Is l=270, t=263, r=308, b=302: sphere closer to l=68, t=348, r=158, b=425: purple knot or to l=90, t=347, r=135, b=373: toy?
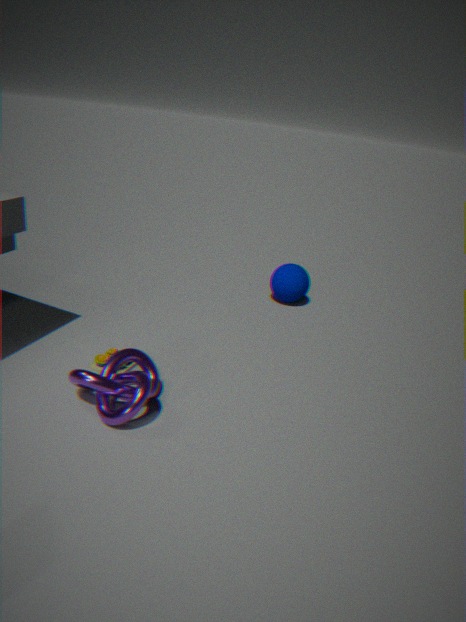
l=90, t=347, r=135, b=373: toy
